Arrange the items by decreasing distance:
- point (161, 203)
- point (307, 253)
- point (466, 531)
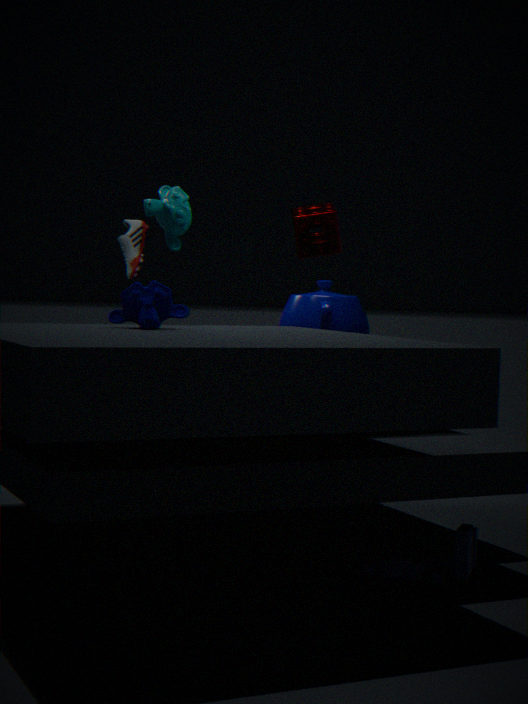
point (307, 253), point (161, 203), point (466, 531)
